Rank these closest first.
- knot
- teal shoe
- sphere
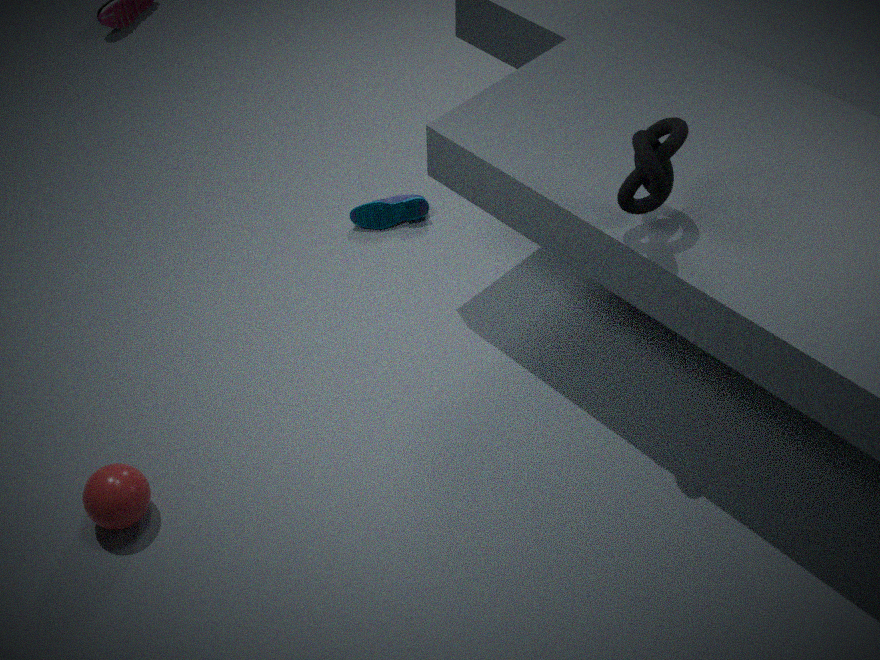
knot < sphere < teal shoe
